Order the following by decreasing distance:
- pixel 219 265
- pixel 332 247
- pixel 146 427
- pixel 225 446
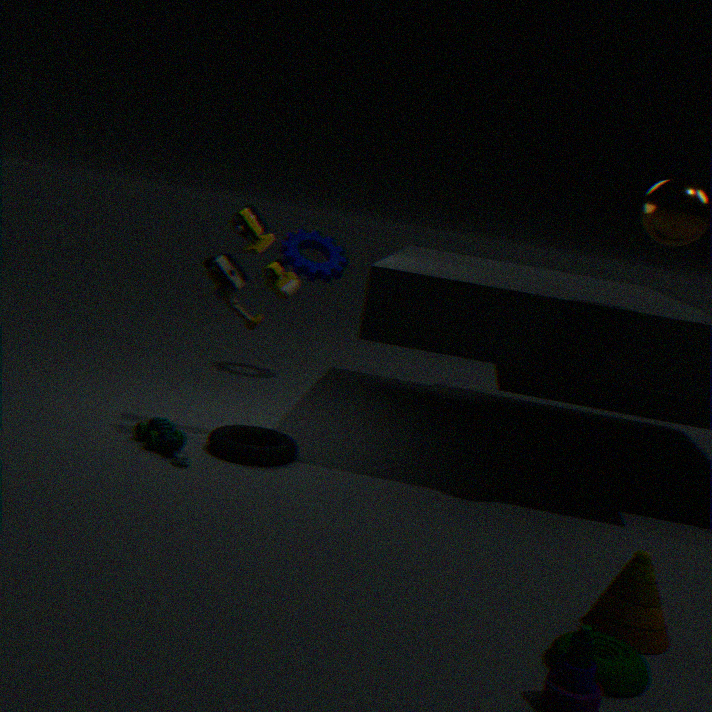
pixel 332 247
pixel 146 427
pixel 225 446
pixel 219 265
